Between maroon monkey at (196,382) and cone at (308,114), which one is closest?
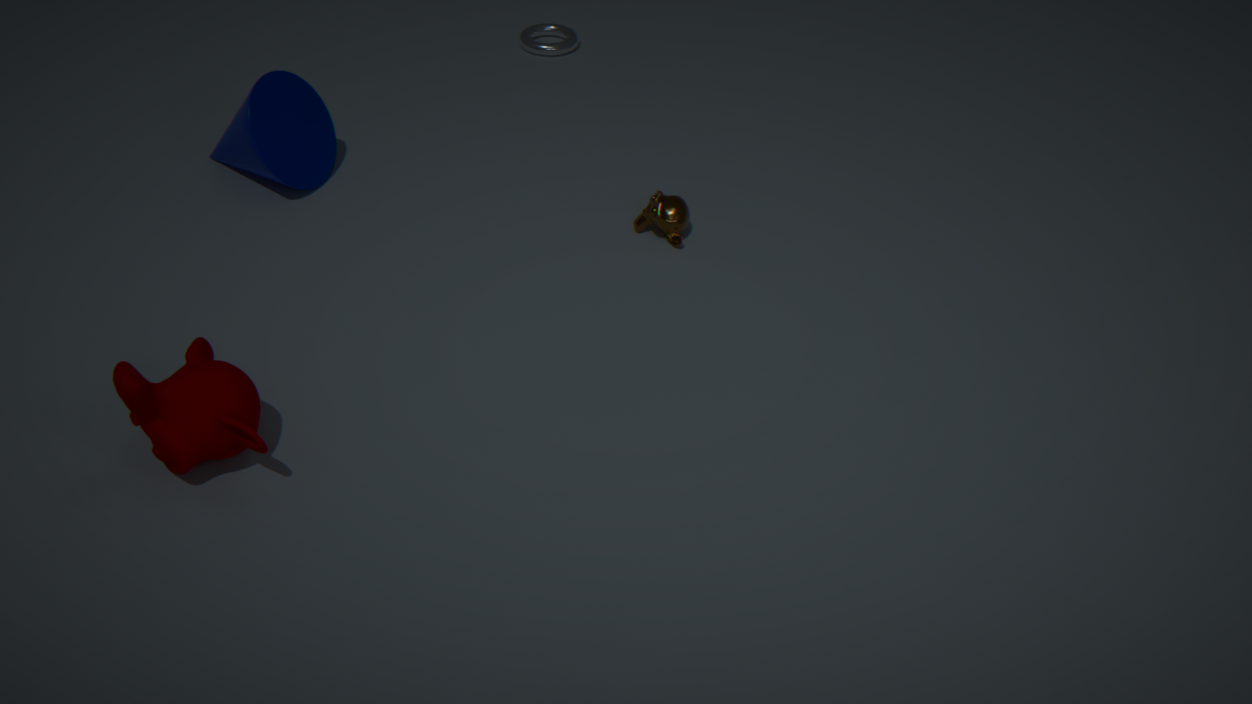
maroon monkey at (196,382)
